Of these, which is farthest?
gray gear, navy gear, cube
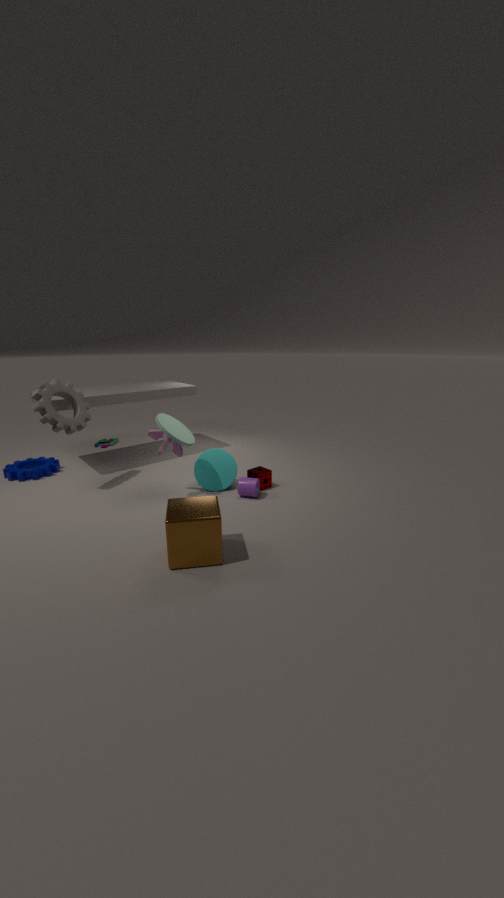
navy gear
